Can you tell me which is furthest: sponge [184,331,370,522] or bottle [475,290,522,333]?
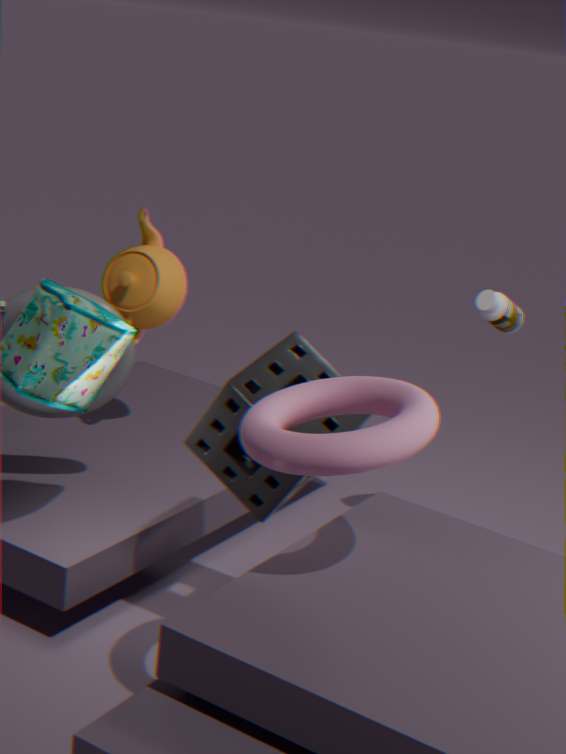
bottle [475,290,522,333]
